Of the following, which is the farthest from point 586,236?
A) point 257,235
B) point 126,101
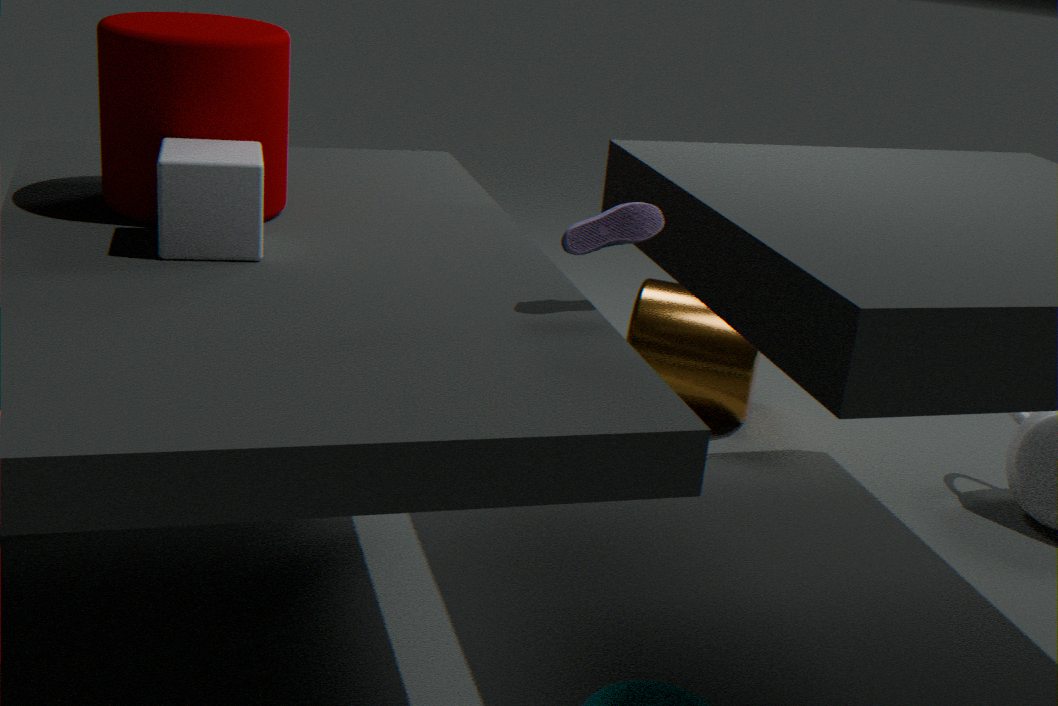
point 126,101
